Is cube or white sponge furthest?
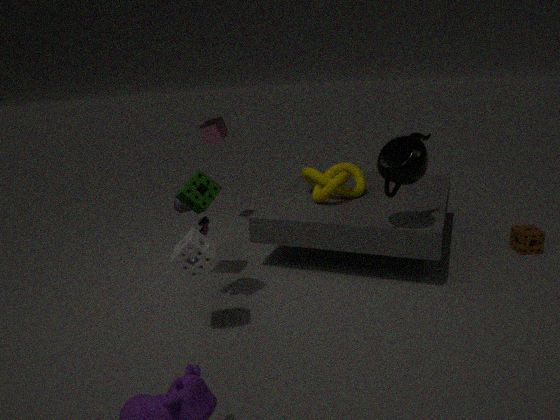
cube
